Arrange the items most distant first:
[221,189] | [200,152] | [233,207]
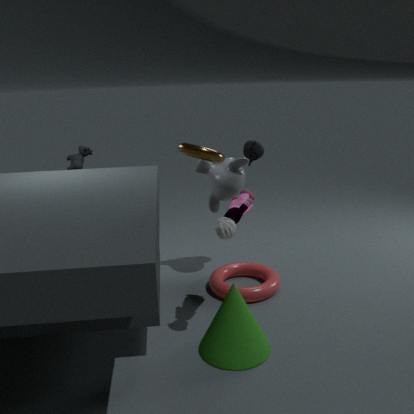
[221,189]
[233,207]
[200,152]
